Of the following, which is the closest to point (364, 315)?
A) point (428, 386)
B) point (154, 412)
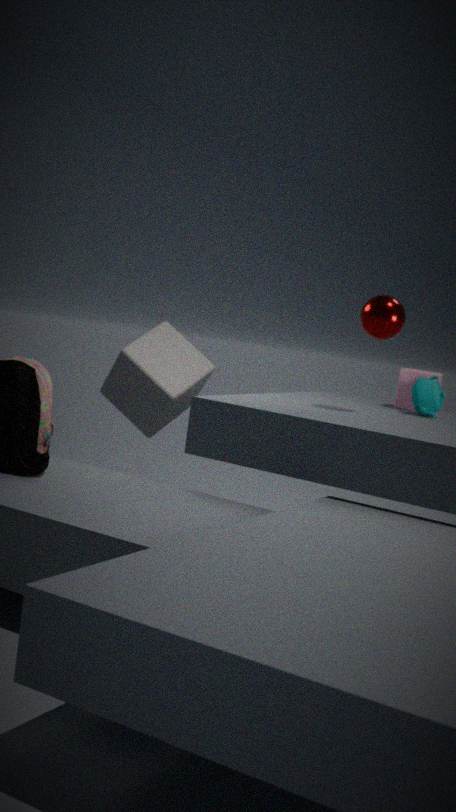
point (428, 386)
